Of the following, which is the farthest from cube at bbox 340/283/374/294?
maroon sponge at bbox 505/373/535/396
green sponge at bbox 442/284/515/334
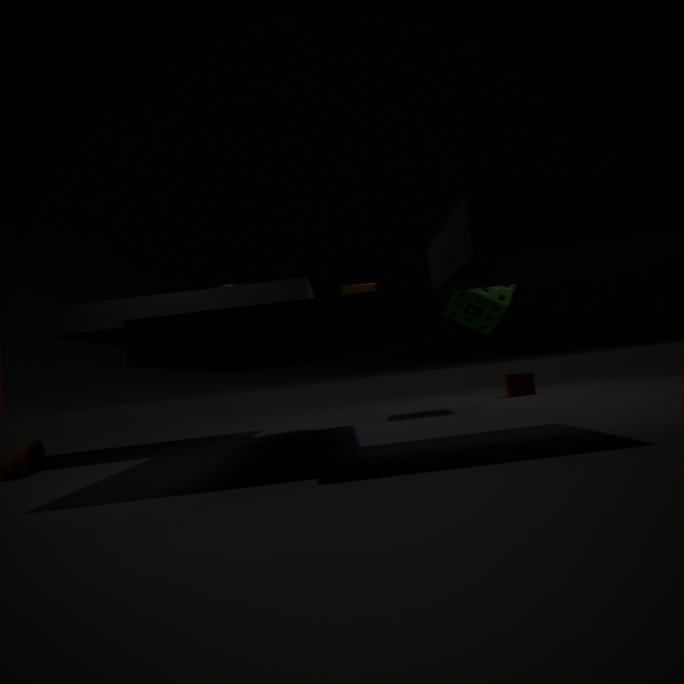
maroon sponge at bbox 505/373/535/396
